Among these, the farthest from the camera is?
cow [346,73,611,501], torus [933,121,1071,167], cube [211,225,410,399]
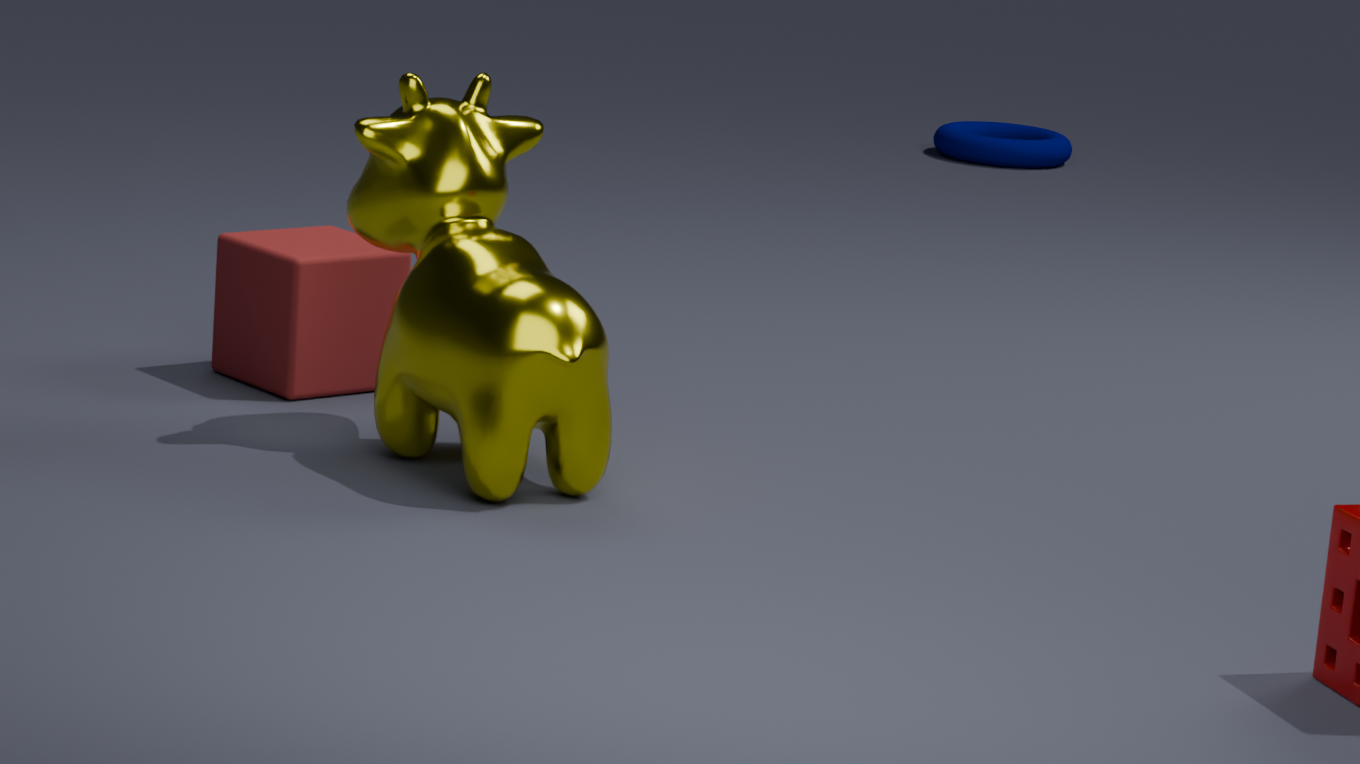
torus [933,121,1071,167]
